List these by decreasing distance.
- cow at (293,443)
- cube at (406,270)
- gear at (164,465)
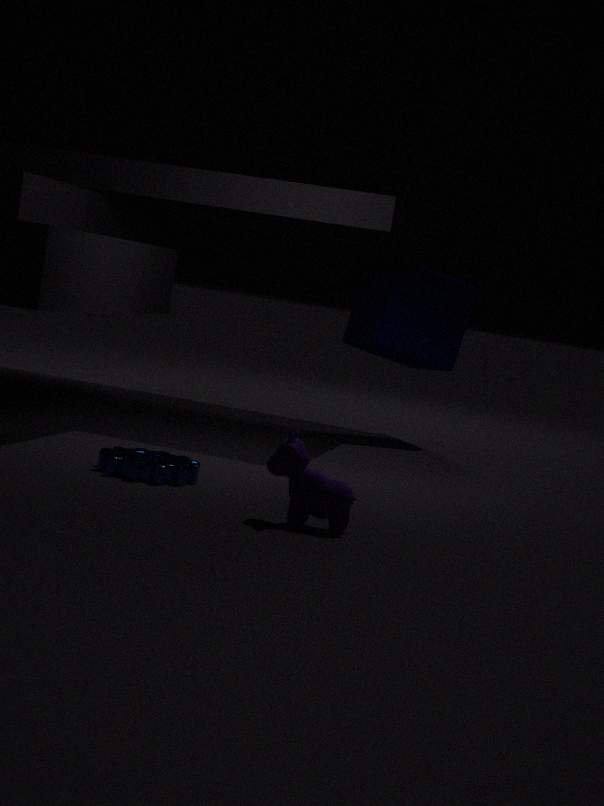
cube at (406,270)
gear at (164,465)
cow at (293,443)
